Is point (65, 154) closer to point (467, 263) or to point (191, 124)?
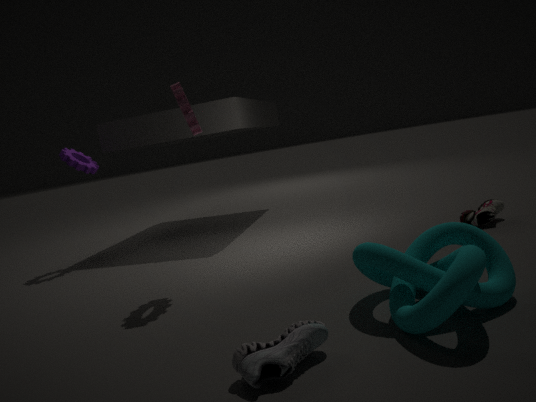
point (191, 124)
